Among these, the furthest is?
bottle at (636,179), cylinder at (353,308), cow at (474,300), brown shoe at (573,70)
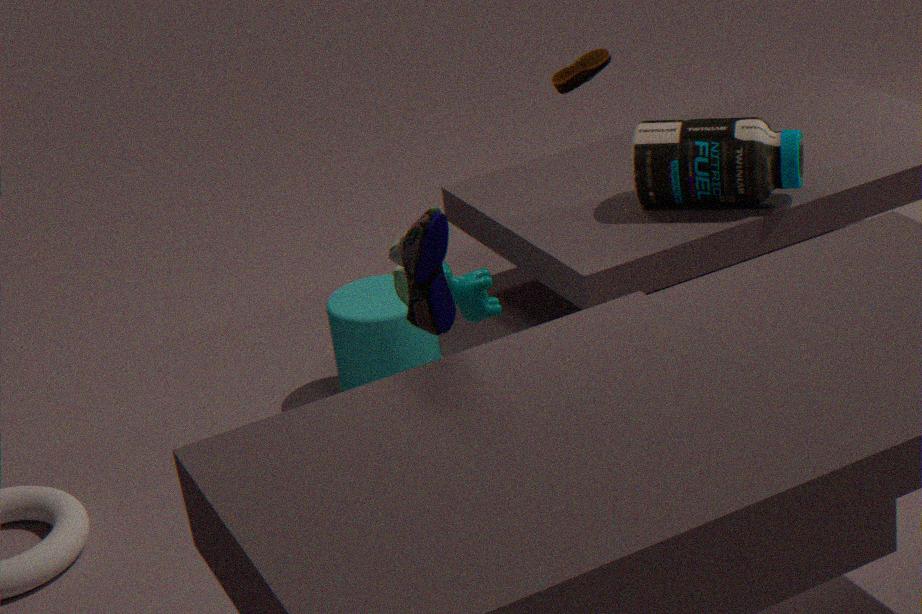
bottle at (636,179)
